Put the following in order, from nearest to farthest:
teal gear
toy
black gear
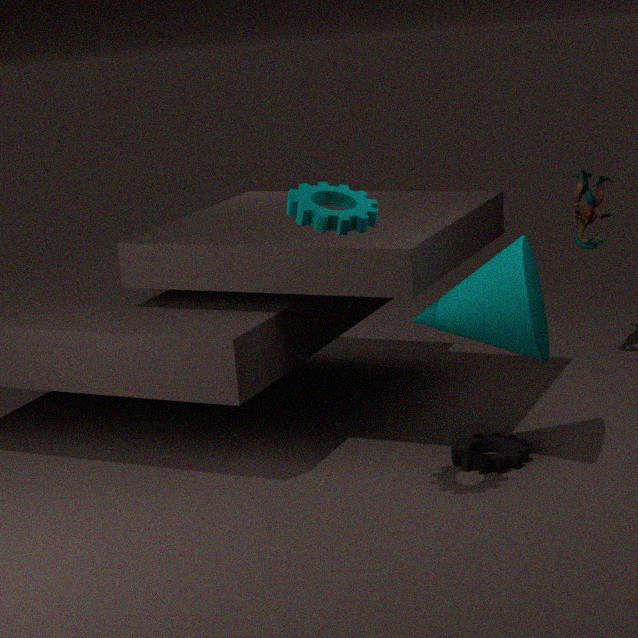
teal gear
black gear
toy
